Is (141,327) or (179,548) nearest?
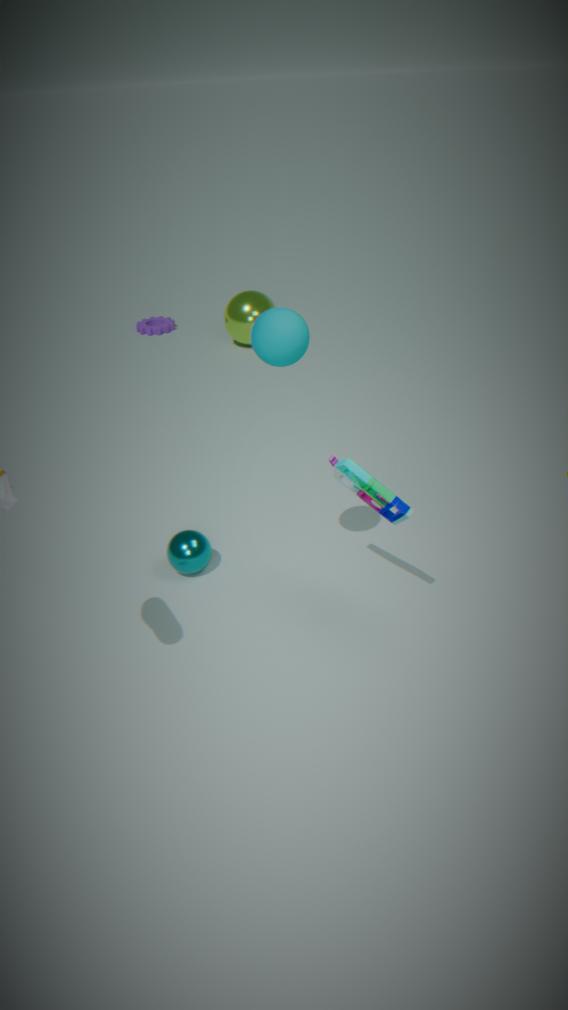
(179,548)
